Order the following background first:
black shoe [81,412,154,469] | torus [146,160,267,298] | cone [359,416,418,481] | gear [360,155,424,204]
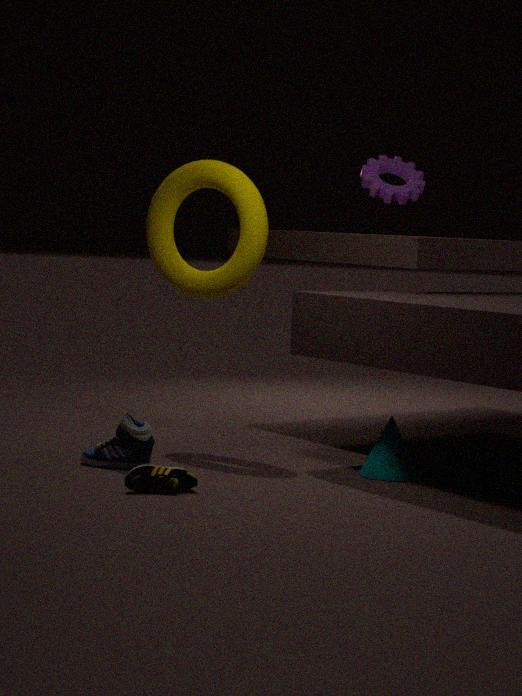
gear [360,155,424,204], torus [146,160,267,298], cone [359,416,418,481], black shoe [81,412,154,469]
